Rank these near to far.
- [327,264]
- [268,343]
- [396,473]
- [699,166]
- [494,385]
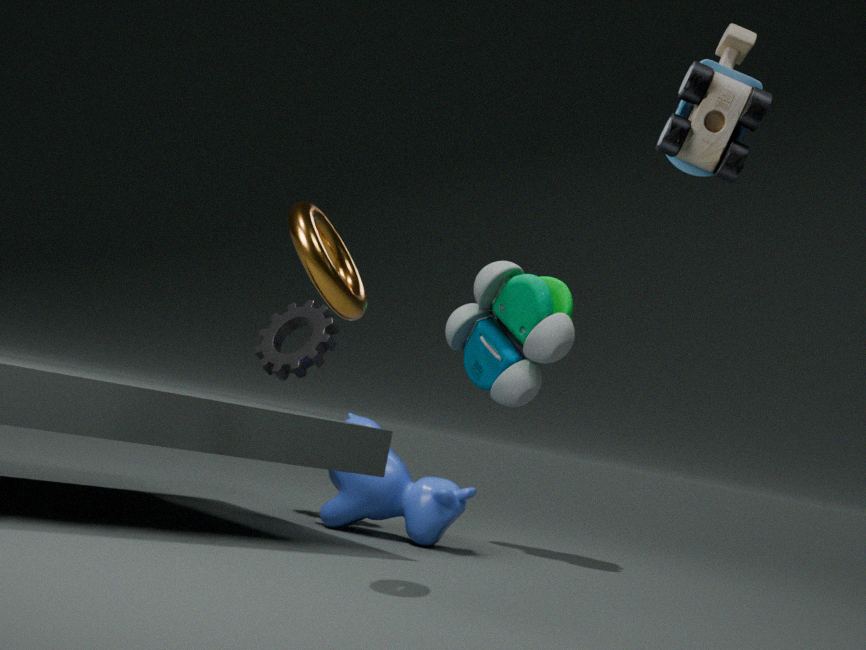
[699,166], [327,264], [396,473], [268,343], [494,385]
